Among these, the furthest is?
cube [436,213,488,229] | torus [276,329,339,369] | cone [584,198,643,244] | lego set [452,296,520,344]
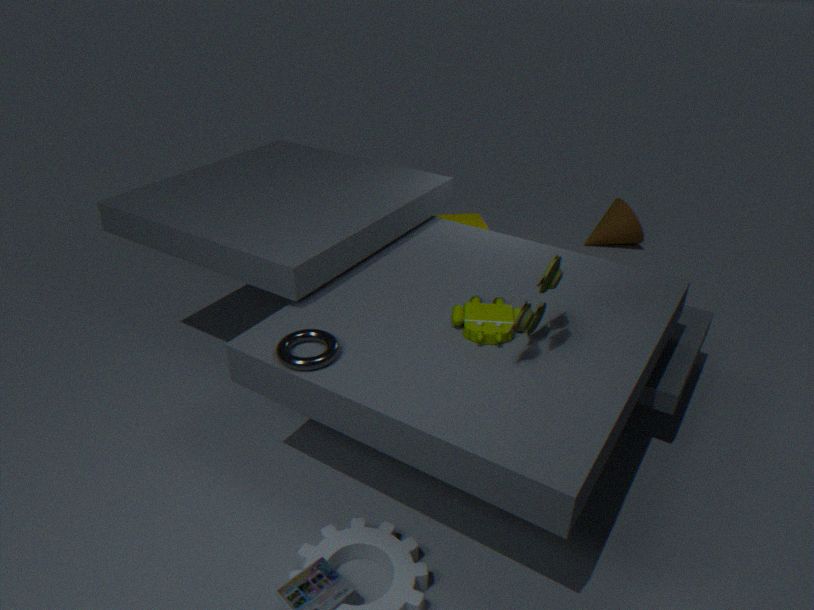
cone [584,198,643,244]
